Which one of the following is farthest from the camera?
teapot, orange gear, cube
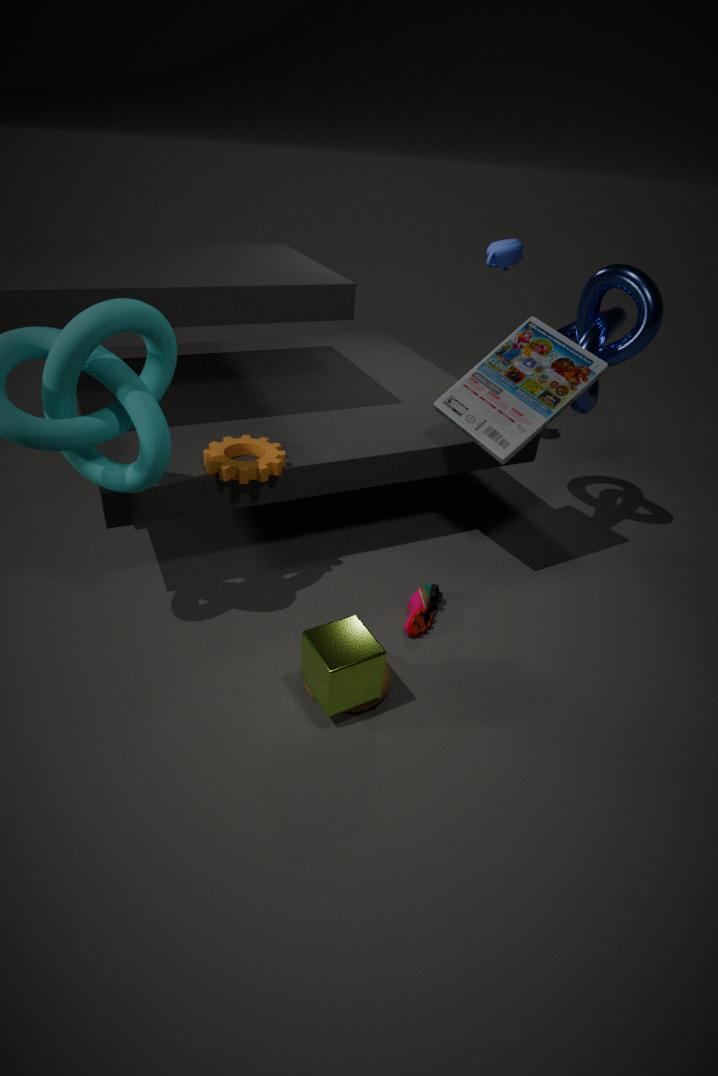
teapot
